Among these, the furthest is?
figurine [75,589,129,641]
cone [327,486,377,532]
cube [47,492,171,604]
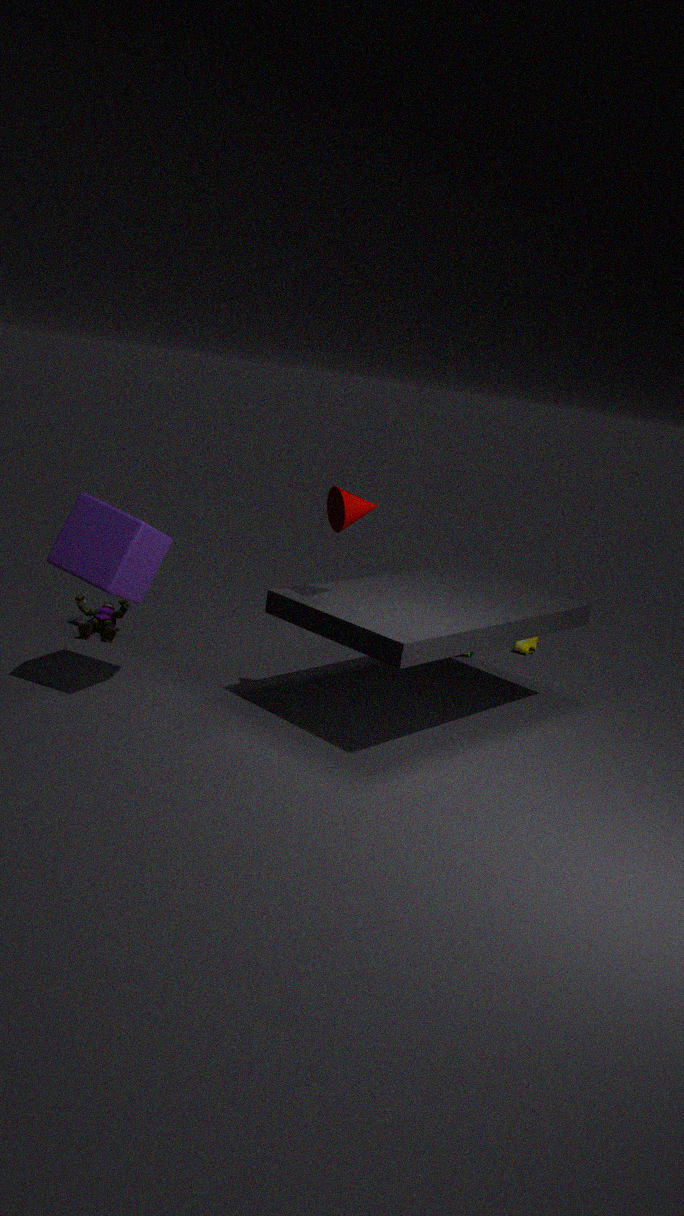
figurine [75,589,129,641]
